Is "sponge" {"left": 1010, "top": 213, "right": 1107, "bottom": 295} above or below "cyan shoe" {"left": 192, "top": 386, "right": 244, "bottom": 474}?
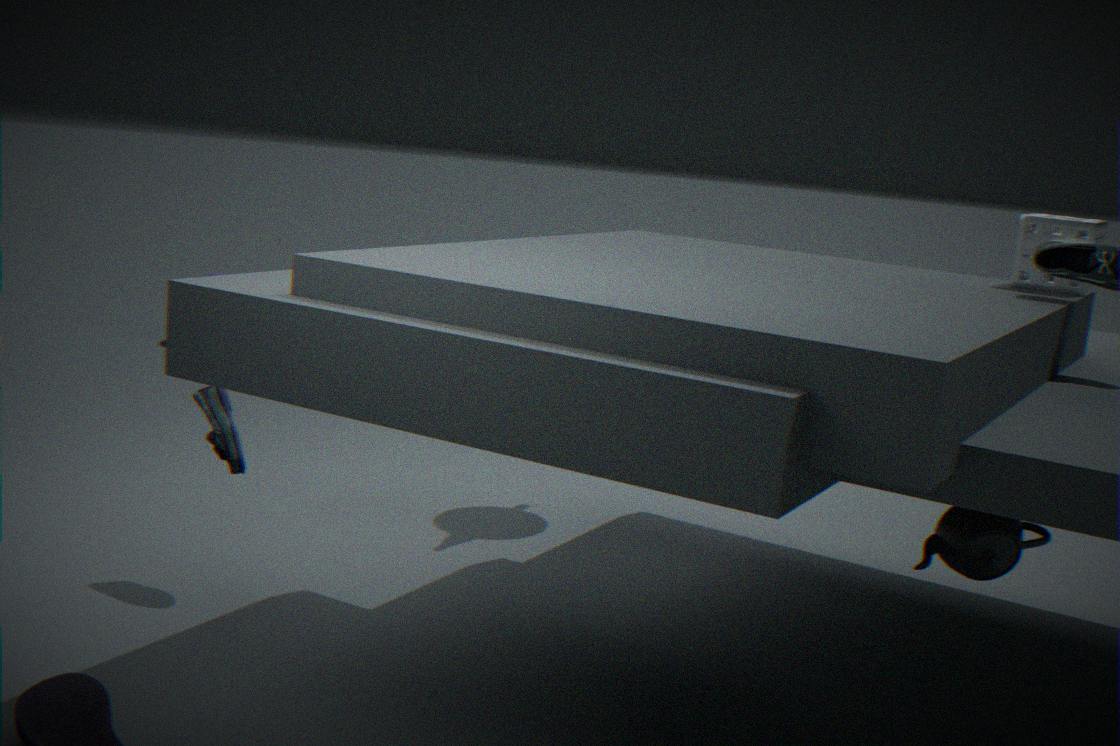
above
